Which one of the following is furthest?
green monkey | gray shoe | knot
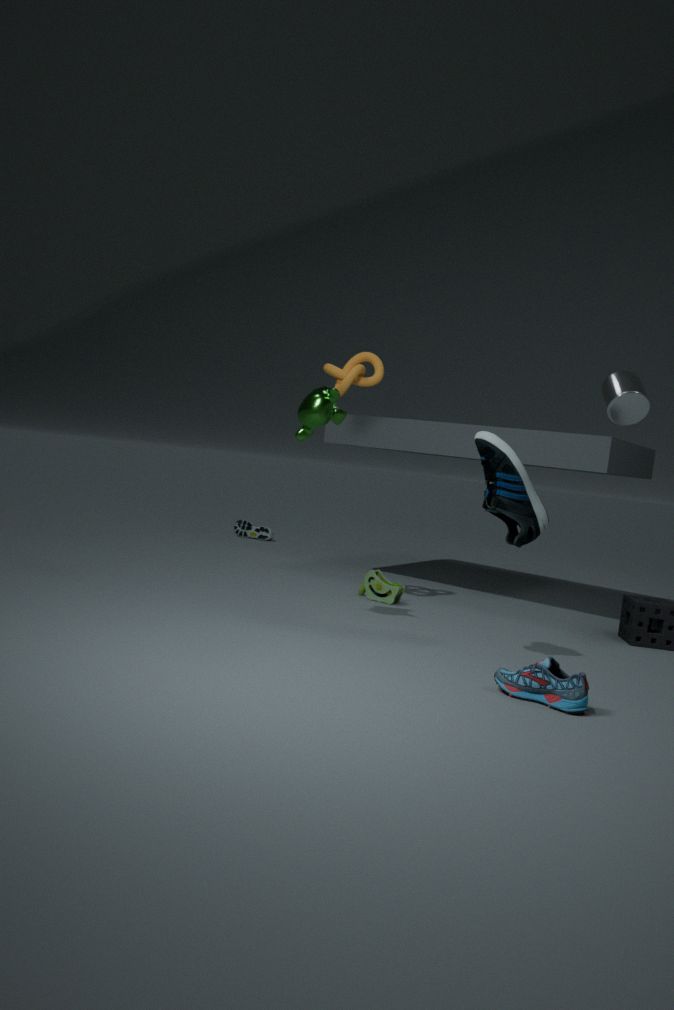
gray shoe
